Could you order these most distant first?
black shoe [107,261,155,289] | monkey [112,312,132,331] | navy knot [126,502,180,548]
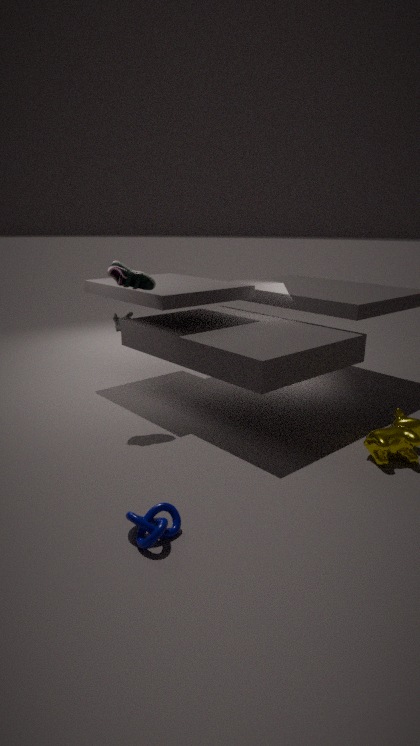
monkey [112,312,132,331] → black shoe [107,261,155,289] → navy knot [126,502,180,548]
